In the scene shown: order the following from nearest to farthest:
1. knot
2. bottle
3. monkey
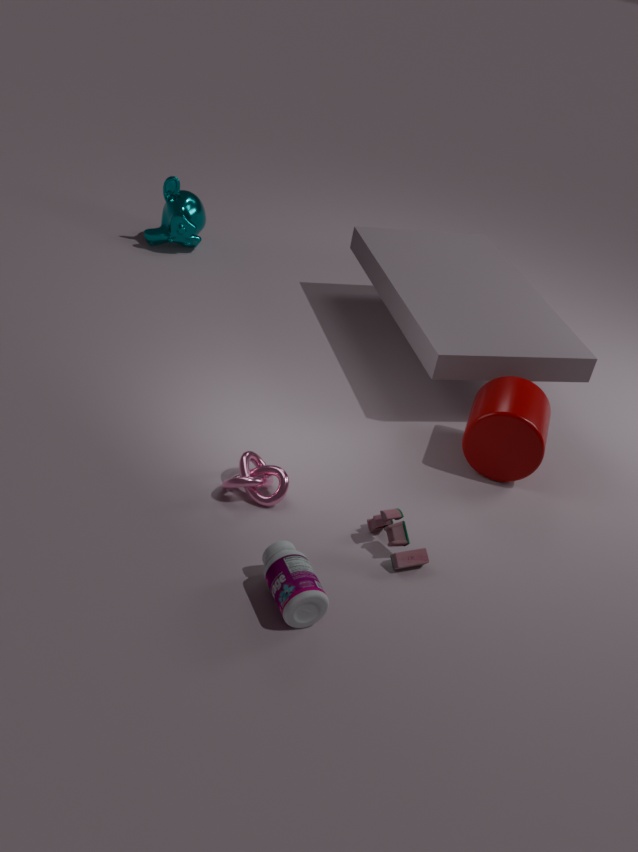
Answer: bottle < knot < monkey
